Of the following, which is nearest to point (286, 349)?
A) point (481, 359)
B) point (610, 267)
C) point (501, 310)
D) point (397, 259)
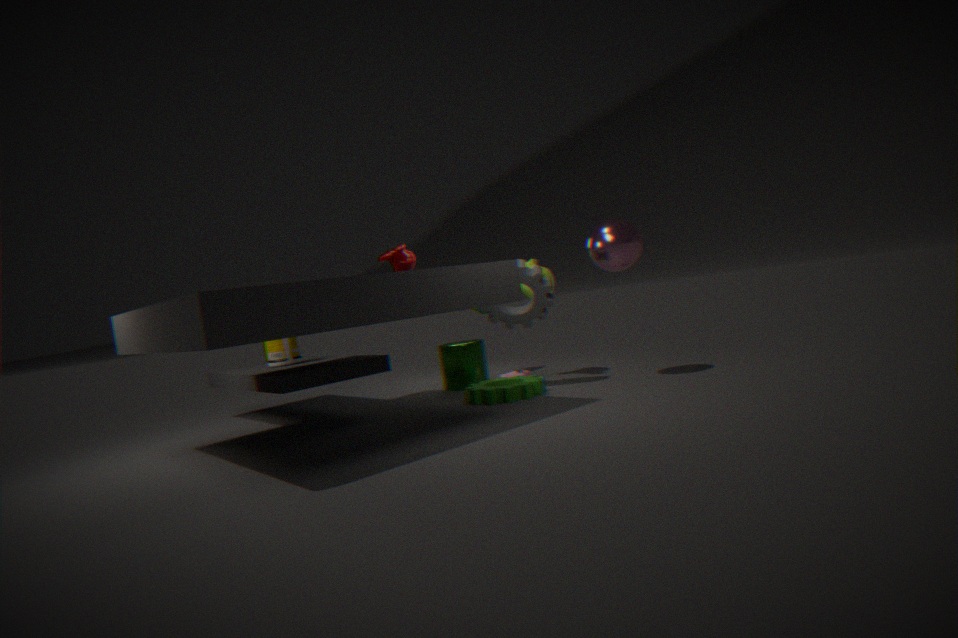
point (481, 359)
